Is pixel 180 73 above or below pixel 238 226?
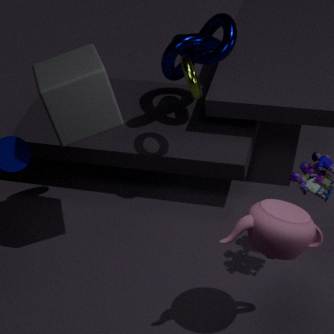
above
